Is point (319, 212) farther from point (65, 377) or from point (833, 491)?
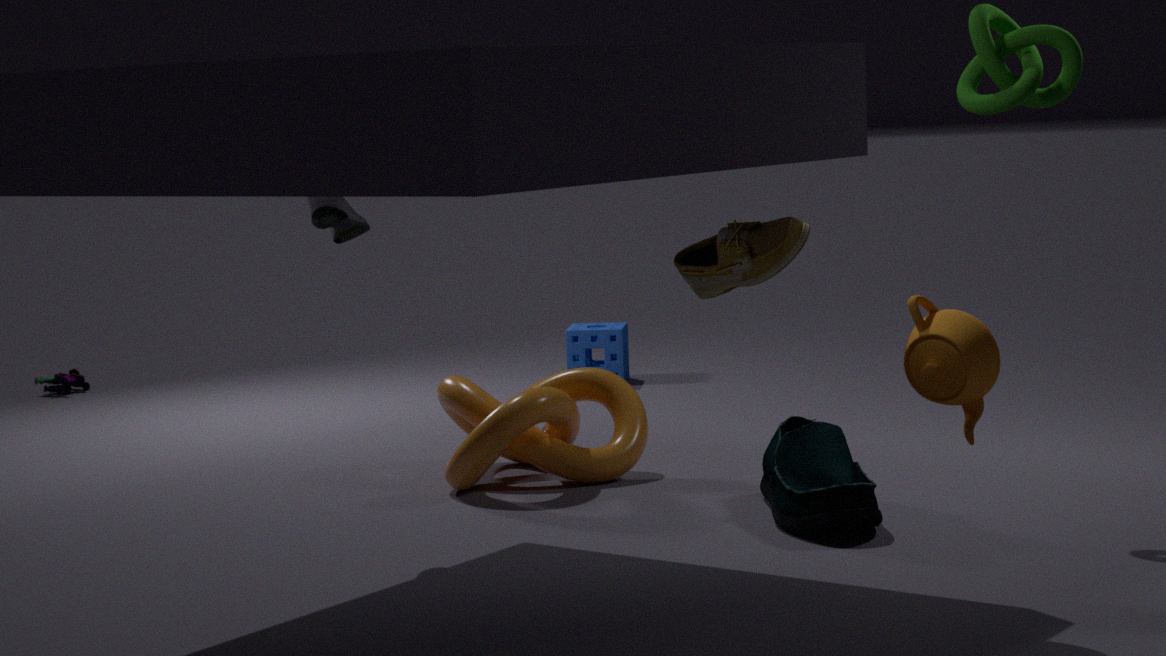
point (65, 377)
